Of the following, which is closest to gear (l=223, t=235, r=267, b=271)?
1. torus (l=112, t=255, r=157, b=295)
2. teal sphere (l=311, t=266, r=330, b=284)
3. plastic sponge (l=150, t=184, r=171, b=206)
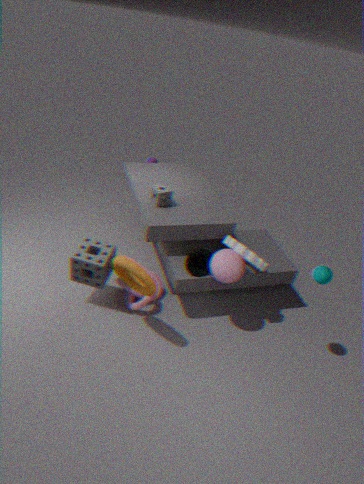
teal sphere (l=311, t=266, r=330, b=284)
